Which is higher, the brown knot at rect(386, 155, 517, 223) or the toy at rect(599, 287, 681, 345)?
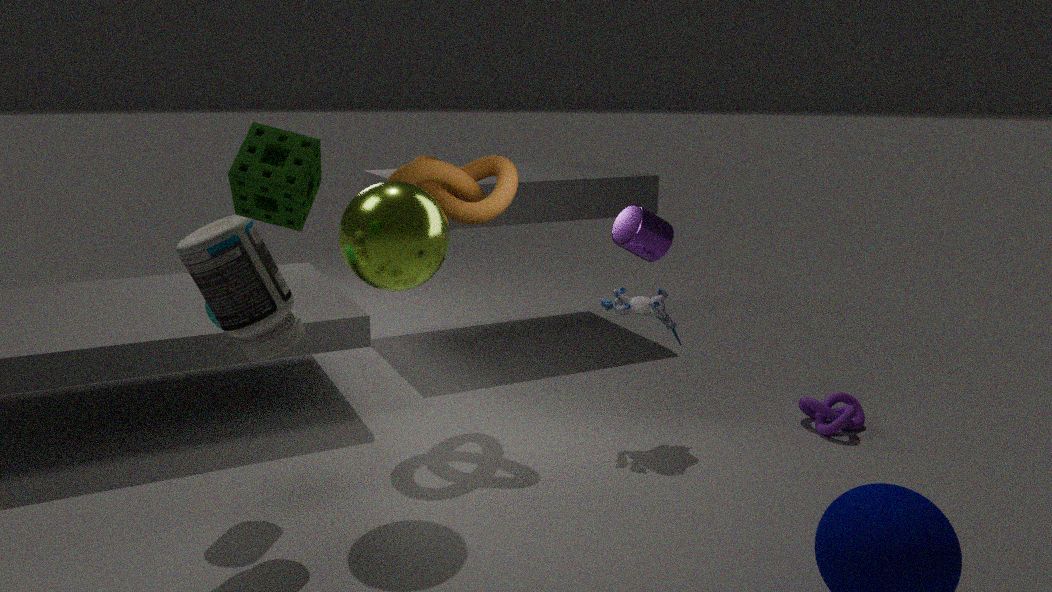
the brown knot at rect(386, 155, 517, 223)
